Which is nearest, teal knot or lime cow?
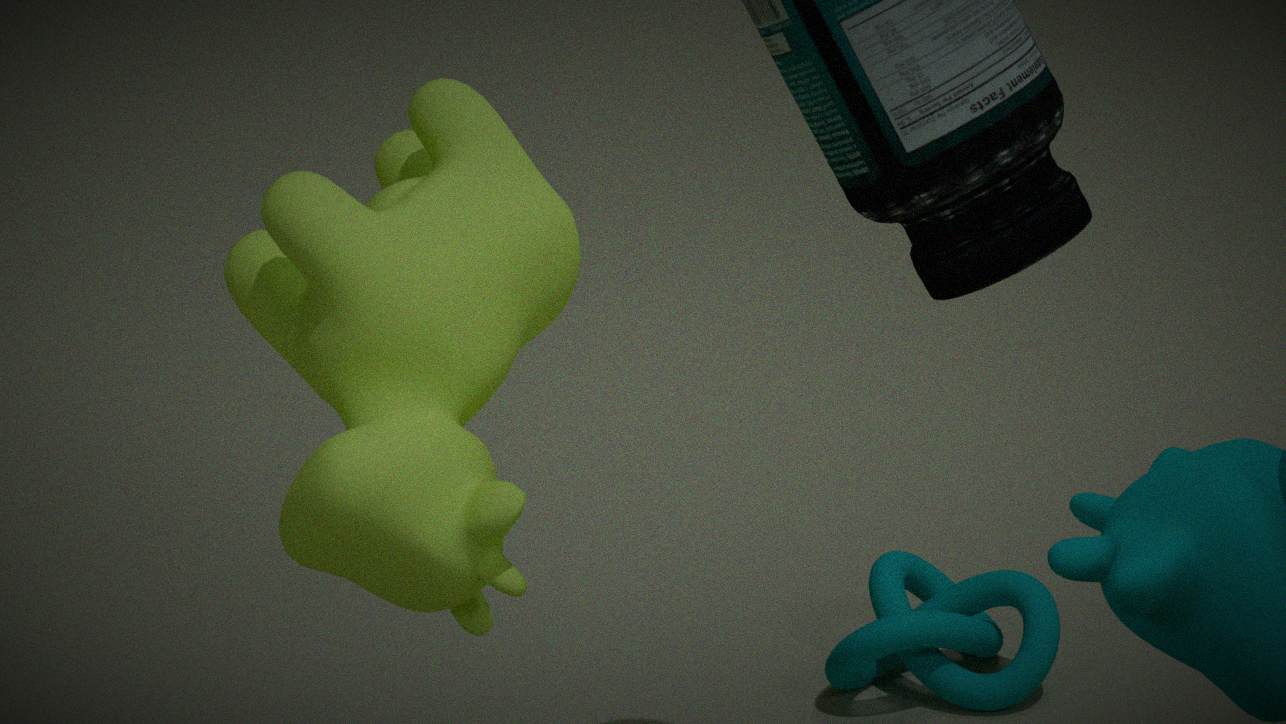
lime cow
